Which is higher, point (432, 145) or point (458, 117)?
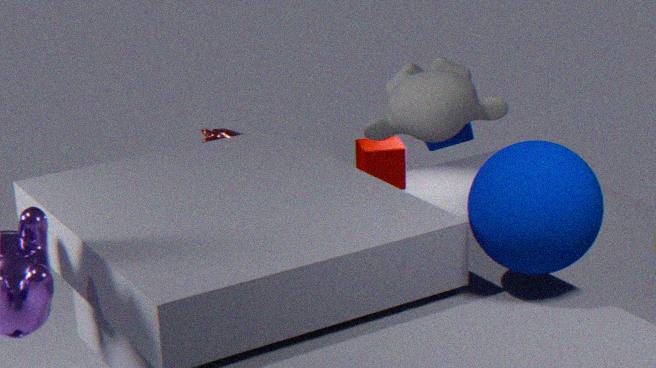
point (458, 117)
